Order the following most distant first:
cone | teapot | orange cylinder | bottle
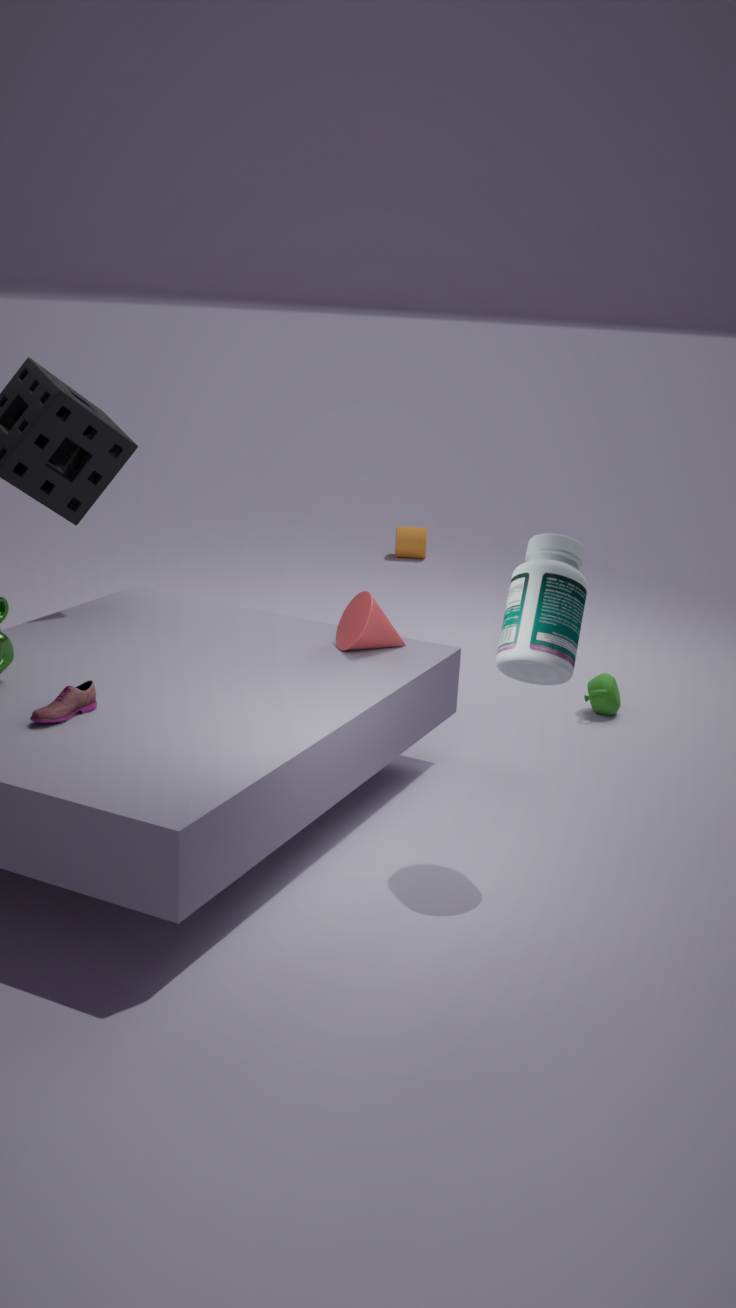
orange cylinder, teapot, cone, bottle
